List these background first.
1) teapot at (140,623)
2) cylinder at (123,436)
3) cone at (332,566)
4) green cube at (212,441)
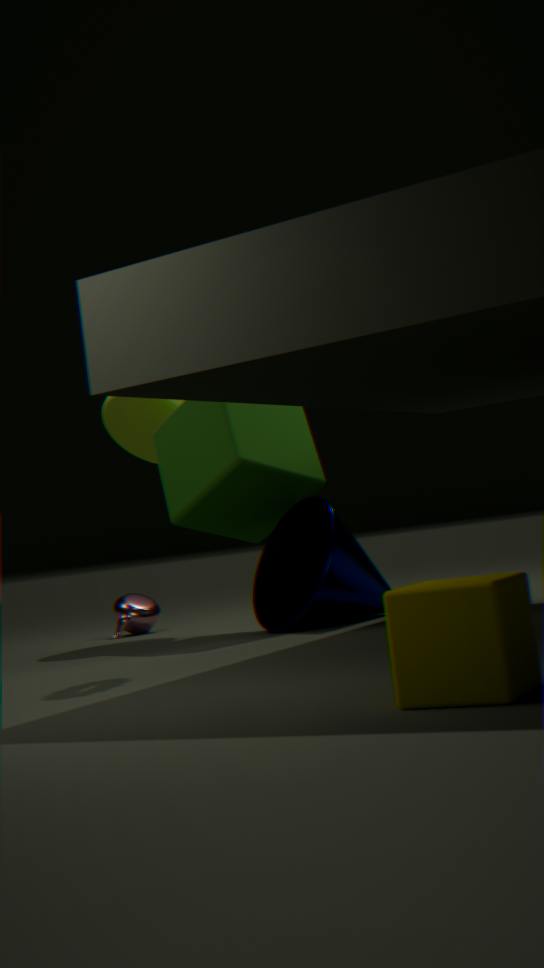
1. teapot at (140,623) < 2. cylinder at (123,436) < 4. green cube at (212,441) < 3. cone at (332,566)
